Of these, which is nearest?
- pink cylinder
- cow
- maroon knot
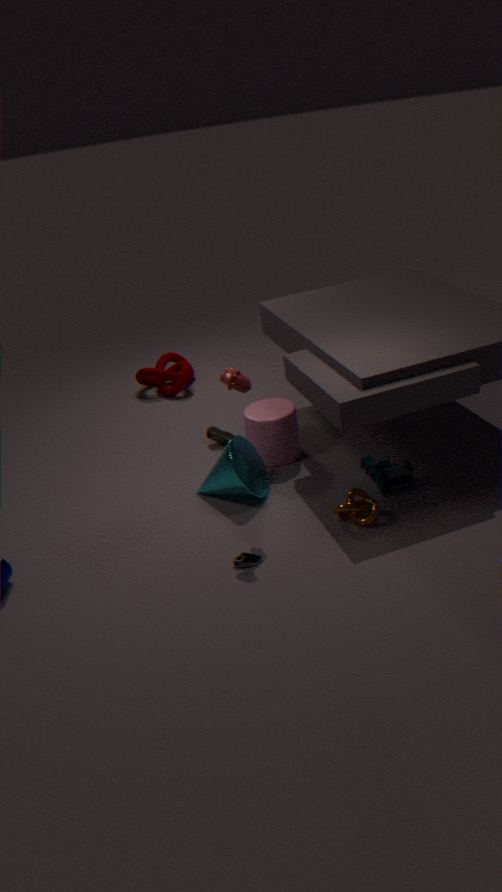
cow
